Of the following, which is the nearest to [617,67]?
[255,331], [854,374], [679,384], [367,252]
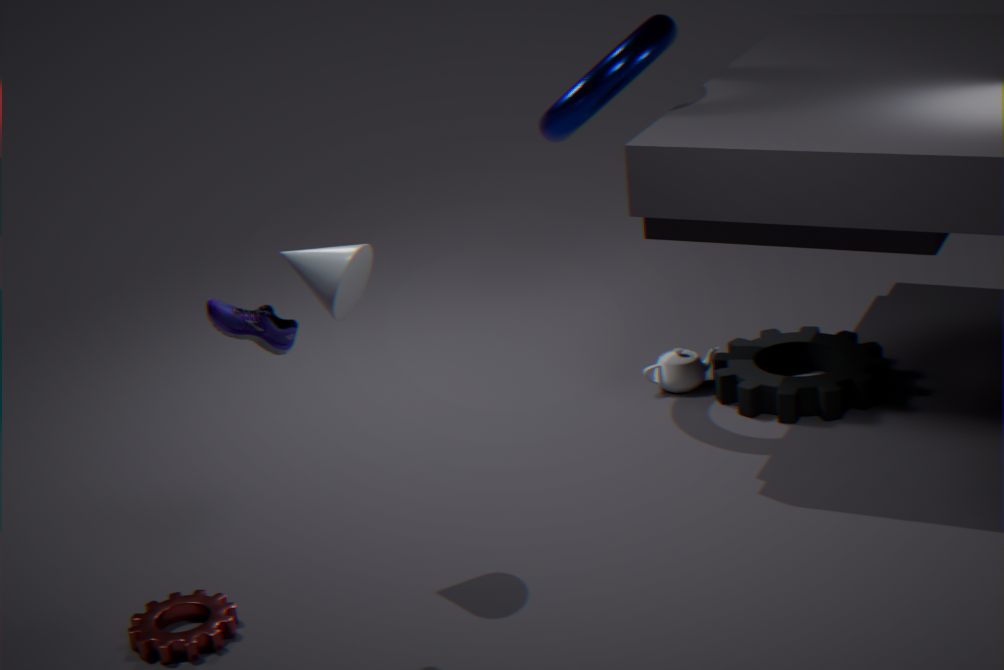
[679,384]
